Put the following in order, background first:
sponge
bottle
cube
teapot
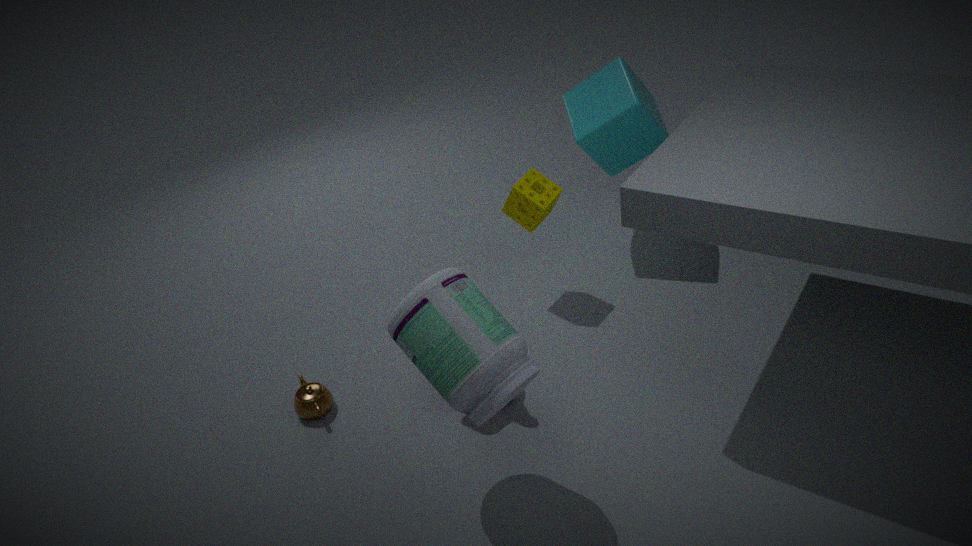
cube < sponge < teapot < bottle
